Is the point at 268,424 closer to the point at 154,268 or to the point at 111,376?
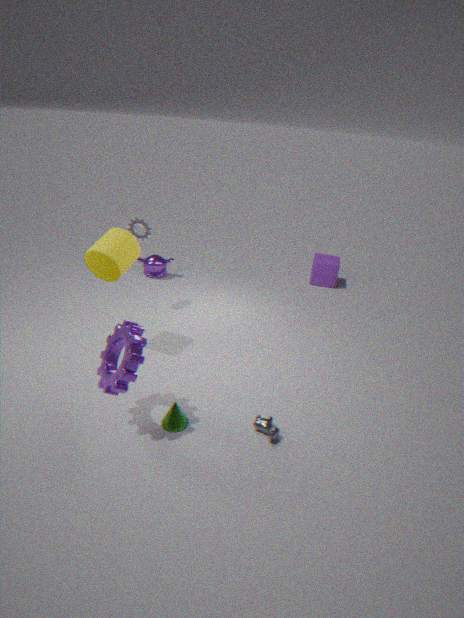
the point at 111,376
